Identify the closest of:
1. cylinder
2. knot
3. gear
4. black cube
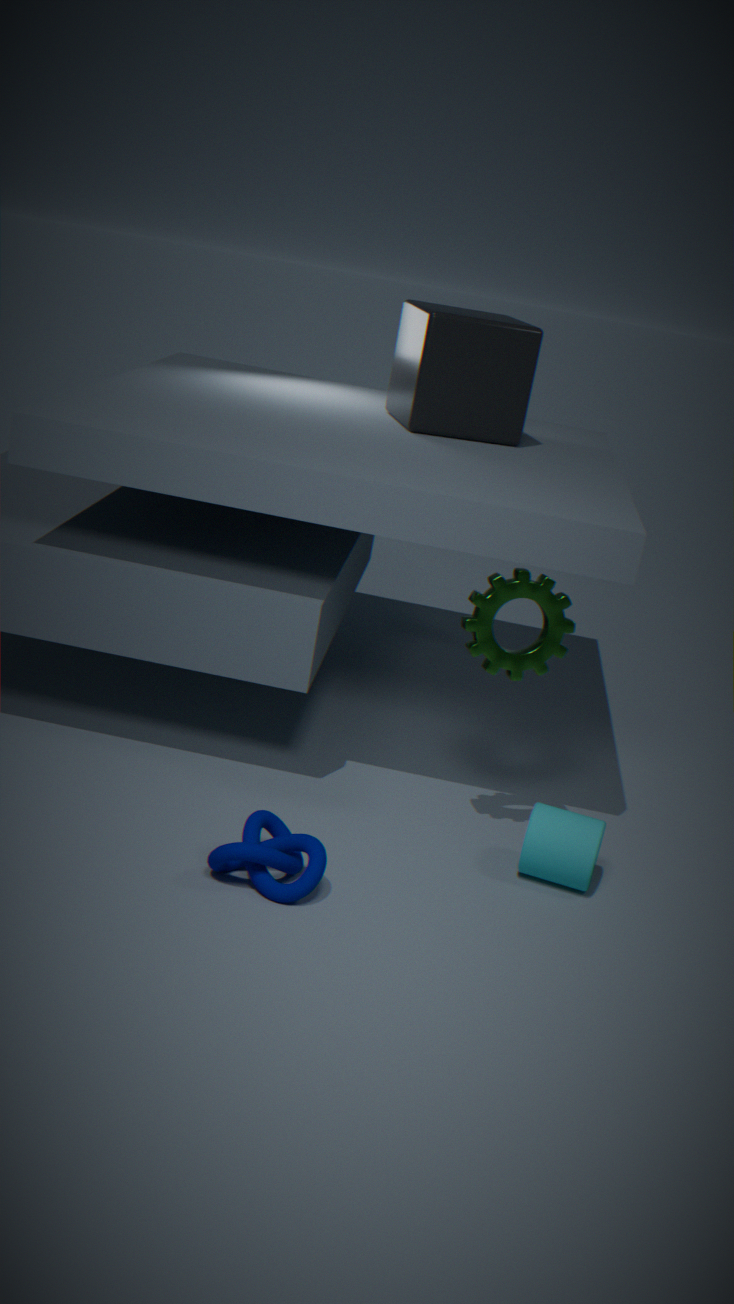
knot
